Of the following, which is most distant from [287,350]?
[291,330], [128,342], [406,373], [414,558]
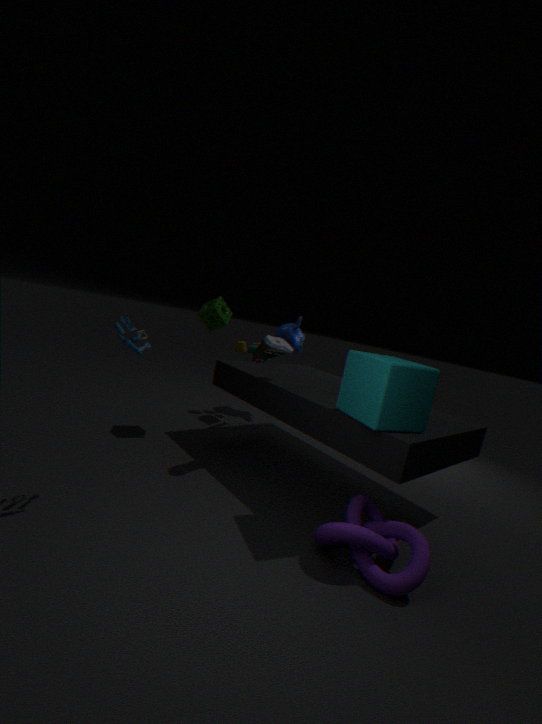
[291,330]
